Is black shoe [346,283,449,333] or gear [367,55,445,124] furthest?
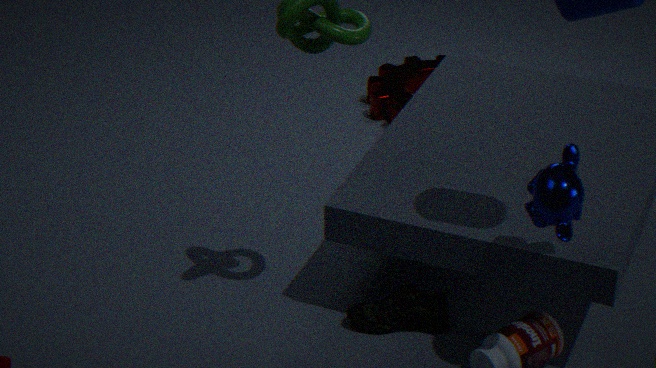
gear [367,55,445,124]
